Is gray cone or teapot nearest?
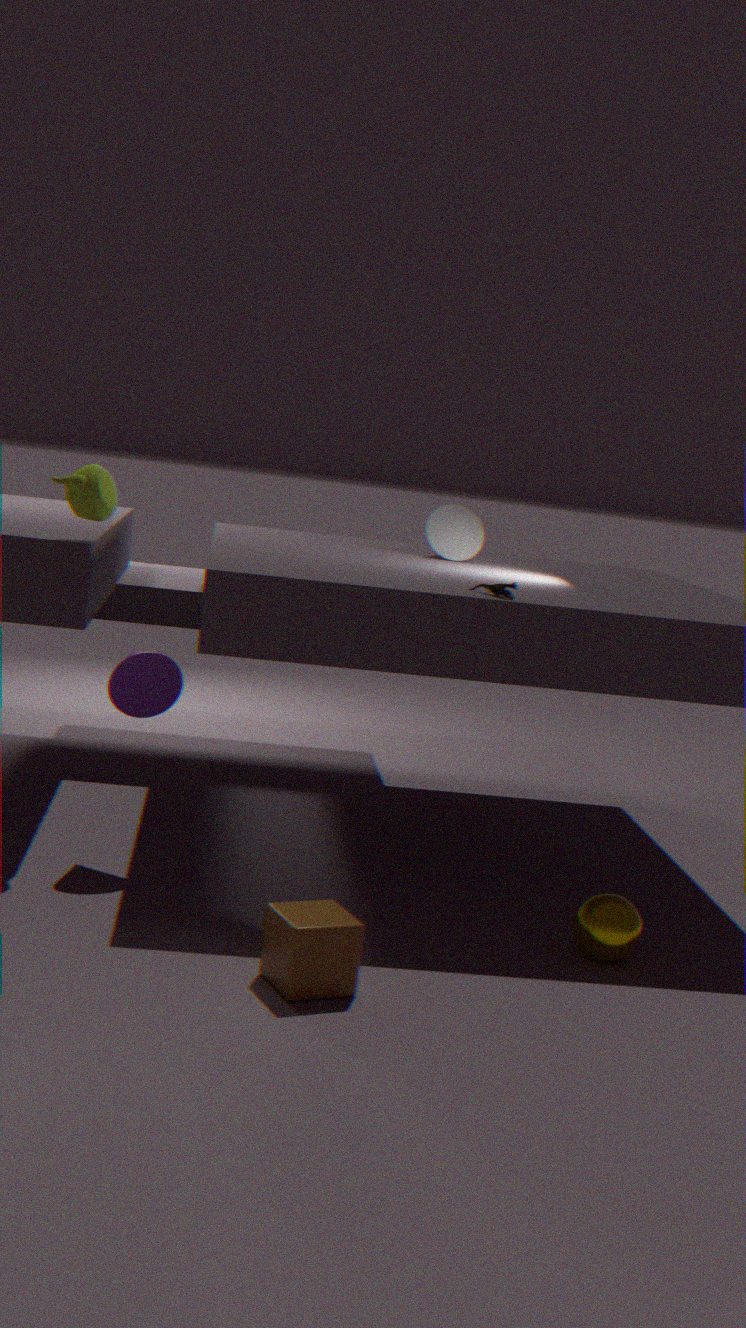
teapot
